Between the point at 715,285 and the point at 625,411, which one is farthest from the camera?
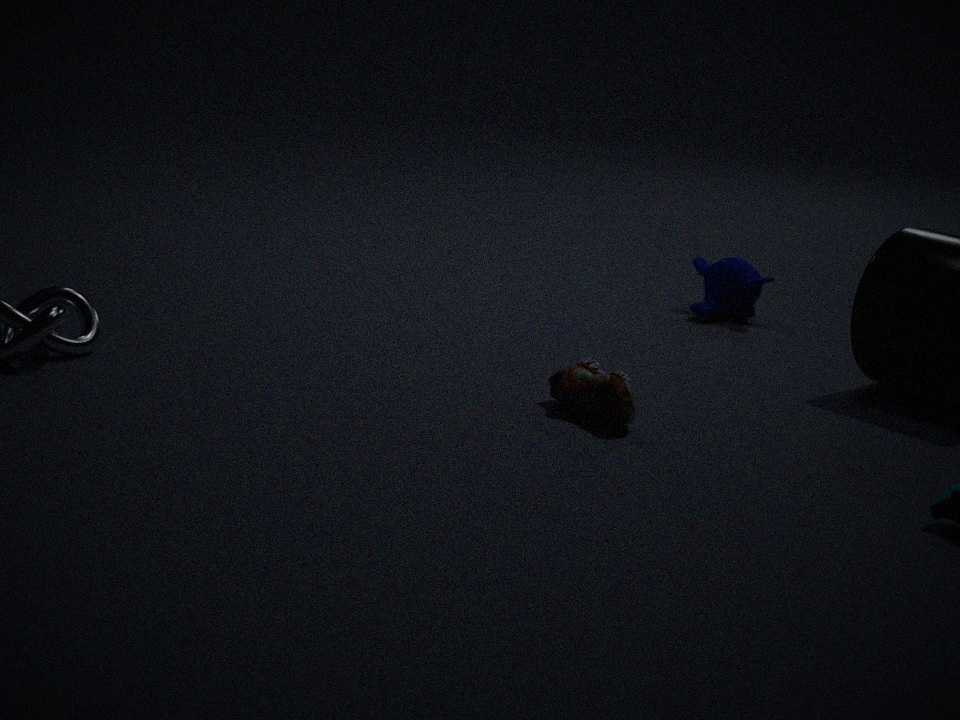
the point at 715,285
